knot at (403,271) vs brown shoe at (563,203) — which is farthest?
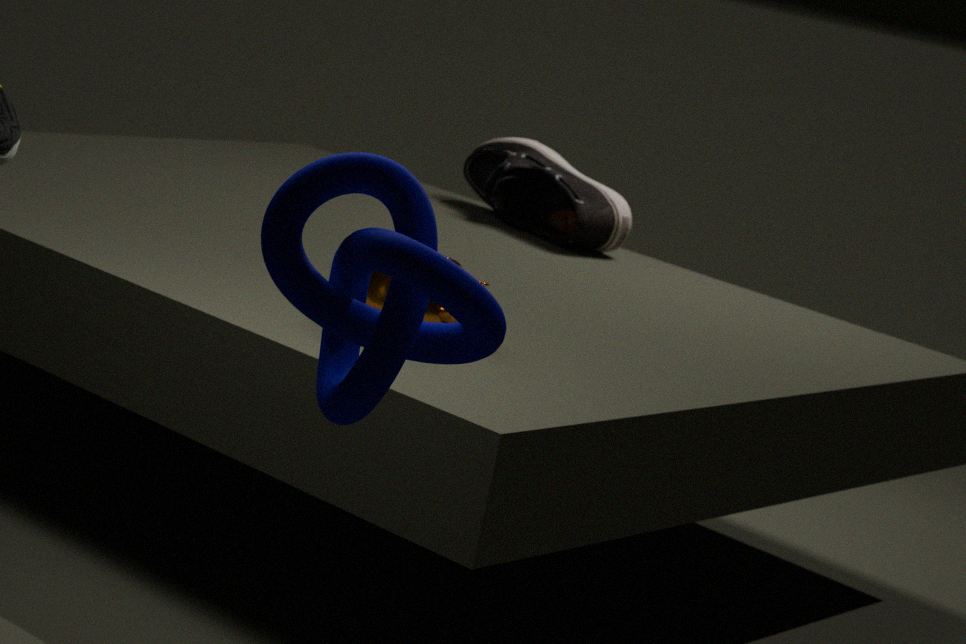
brown shoe at (563,203)
